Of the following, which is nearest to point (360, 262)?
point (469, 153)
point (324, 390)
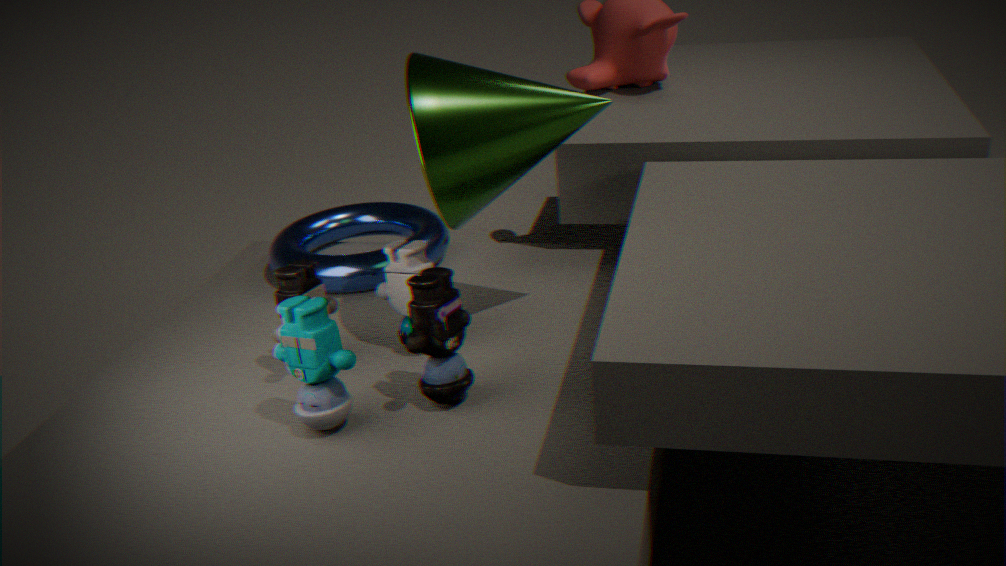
point (469, 153)
